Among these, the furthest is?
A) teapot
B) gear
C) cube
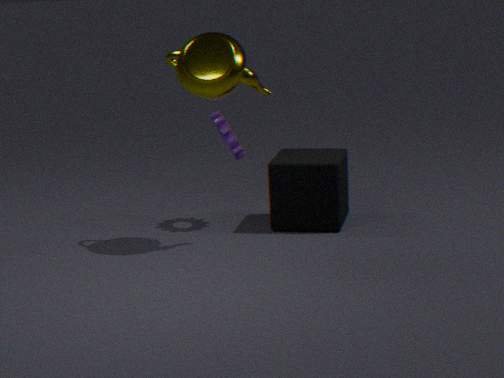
gear
